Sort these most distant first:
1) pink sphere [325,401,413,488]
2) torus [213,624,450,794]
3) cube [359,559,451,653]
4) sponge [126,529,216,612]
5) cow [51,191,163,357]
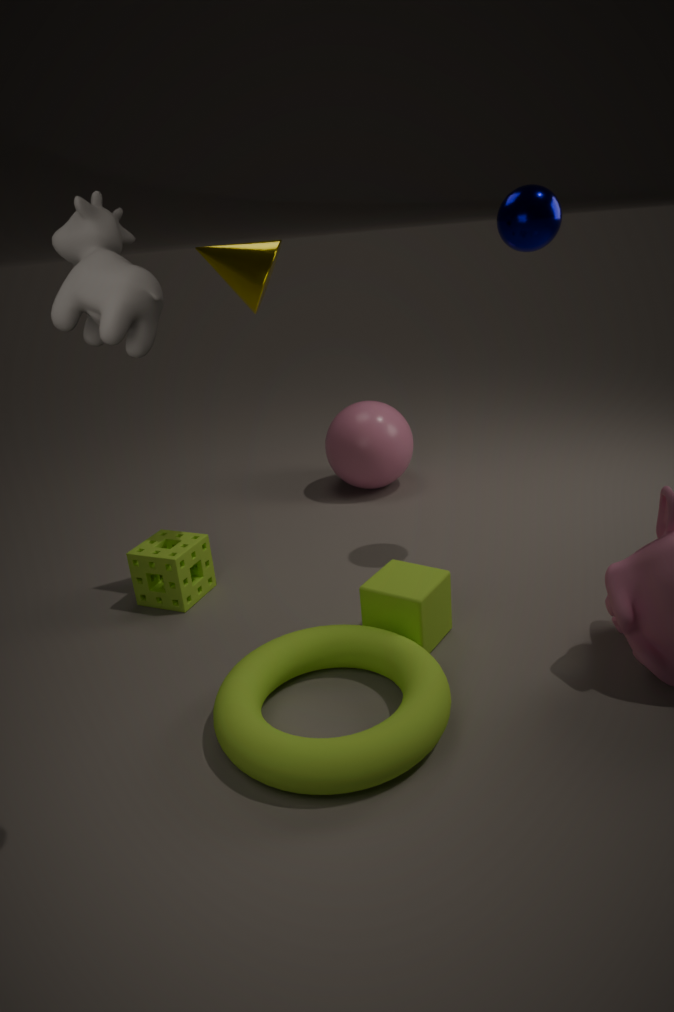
1. pink sphere [325,401,413,488], 4. sponge [126,529,216,612], 3. cube [359,559,451,653], 2. torus [213,624,450,794], 5. cow [51,191,163,357]
